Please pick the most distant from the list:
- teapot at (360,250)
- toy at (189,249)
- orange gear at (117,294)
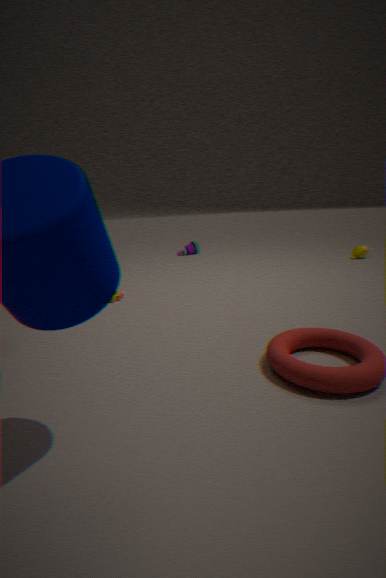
toy at (189,249)
